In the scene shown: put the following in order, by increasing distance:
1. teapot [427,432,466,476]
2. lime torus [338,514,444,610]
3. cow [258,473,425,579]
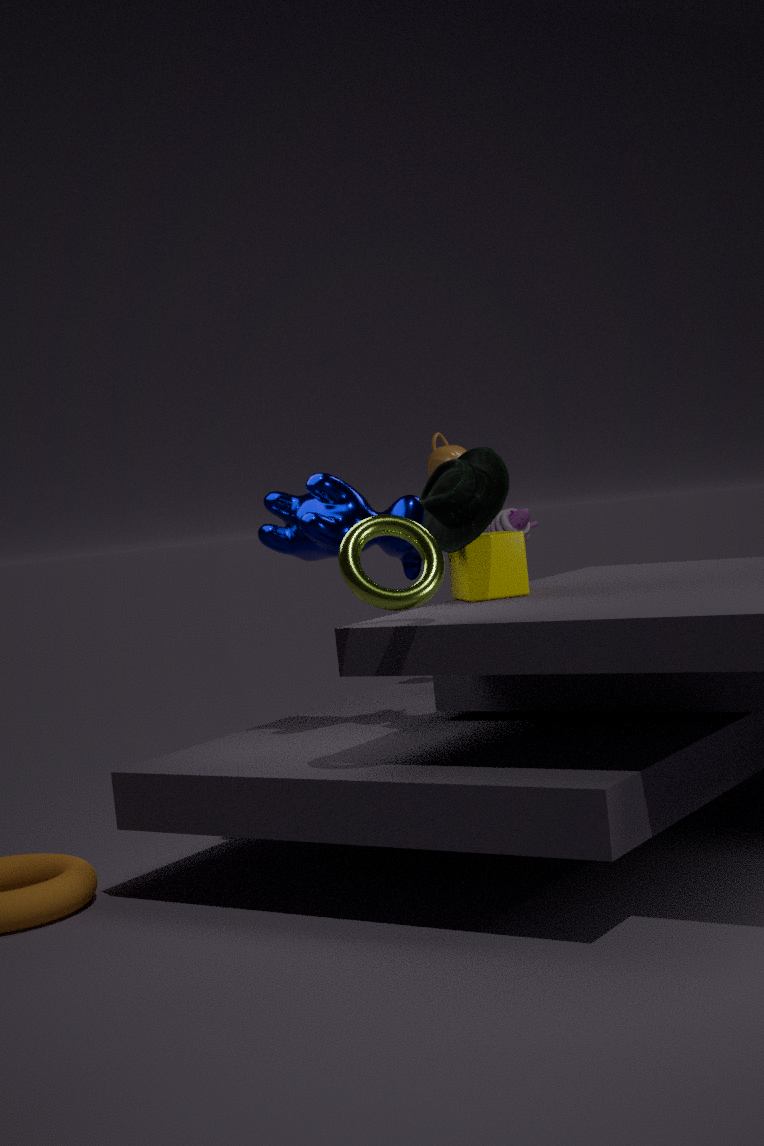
lime torus [338,514,444,610] < cow [258,473,425,579] < teapot [427,432,466,476]
